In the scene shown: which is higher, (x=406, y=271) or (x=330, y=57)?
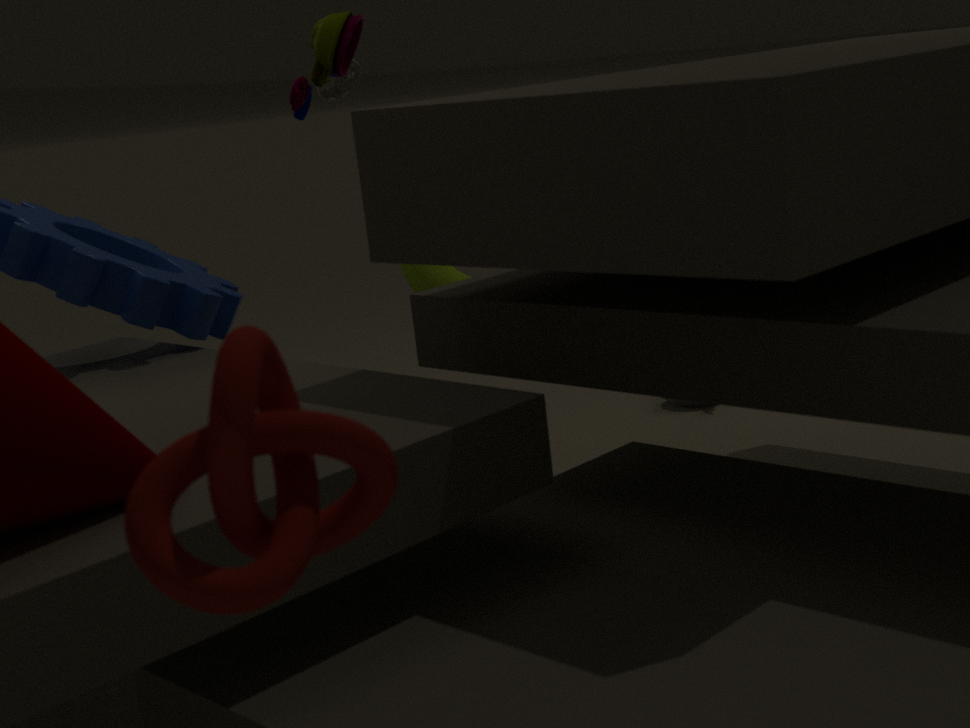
(x=330, y=57)
